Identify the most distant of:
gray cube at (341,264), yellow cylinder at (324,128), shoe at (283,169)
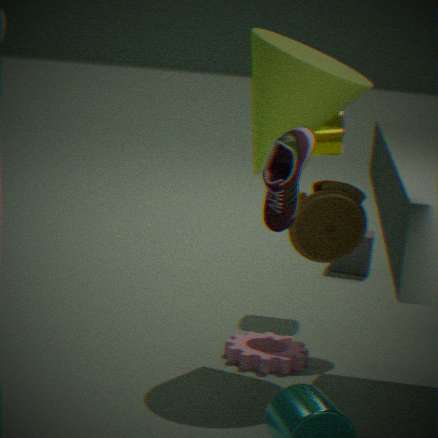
gray cube at (341,264)
